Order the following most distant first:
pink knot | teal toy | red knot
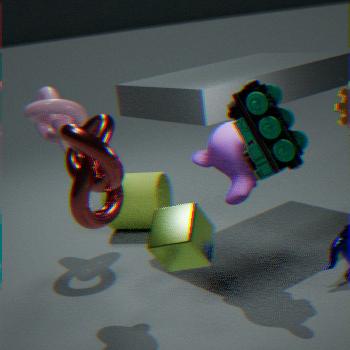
pink knot < red knot < teal toy
